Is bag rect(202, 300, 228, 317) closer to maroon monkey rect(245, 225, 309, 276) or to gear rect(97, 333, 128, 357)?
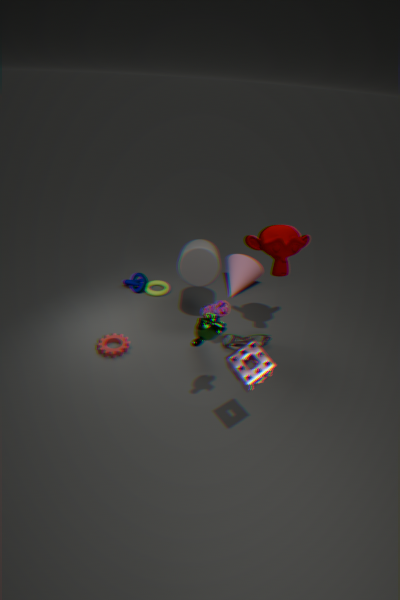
maroon monkey rect(245, 225, 309, 276)
